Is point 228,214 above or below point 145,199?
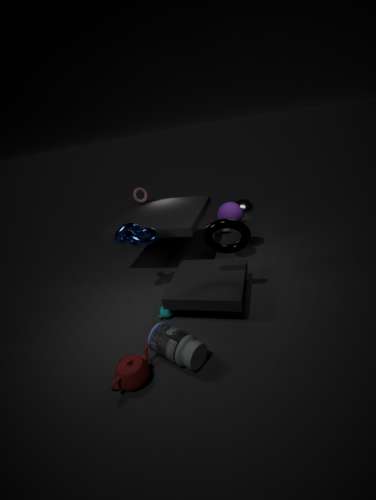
below
